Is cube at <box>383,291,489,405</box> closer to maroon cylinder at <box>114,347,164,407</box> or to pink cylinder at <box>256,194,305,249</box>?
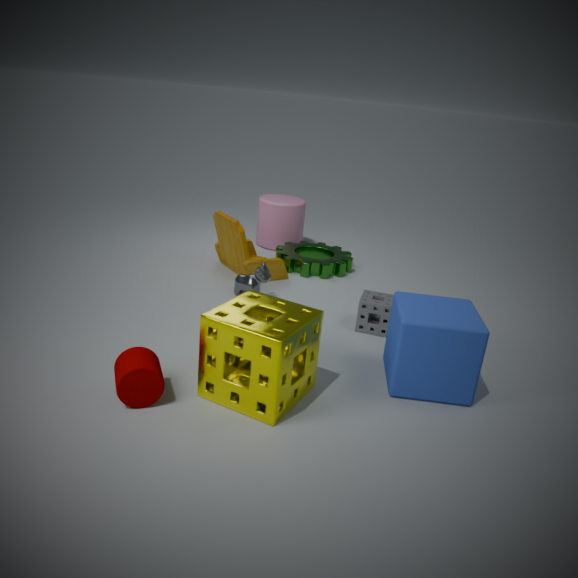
maroon cylinder at <box>114,347,164,407</box>
